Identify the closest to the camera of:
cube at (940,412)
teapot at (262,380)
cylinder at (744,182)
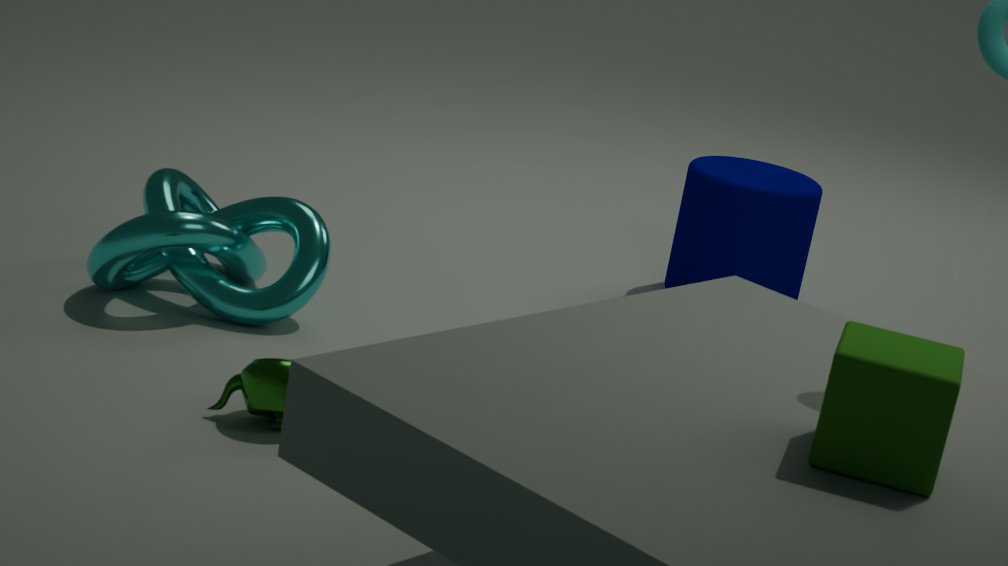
cube at (940,412)
